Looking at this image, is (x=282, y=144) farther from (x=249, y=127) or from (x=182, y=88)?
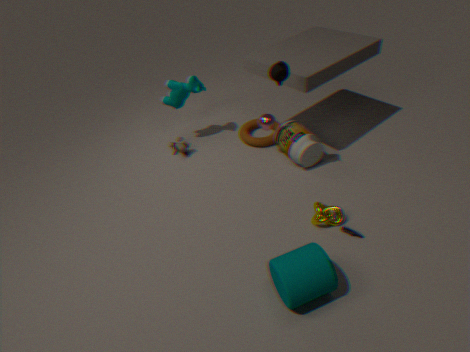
(x=182, y=88)
